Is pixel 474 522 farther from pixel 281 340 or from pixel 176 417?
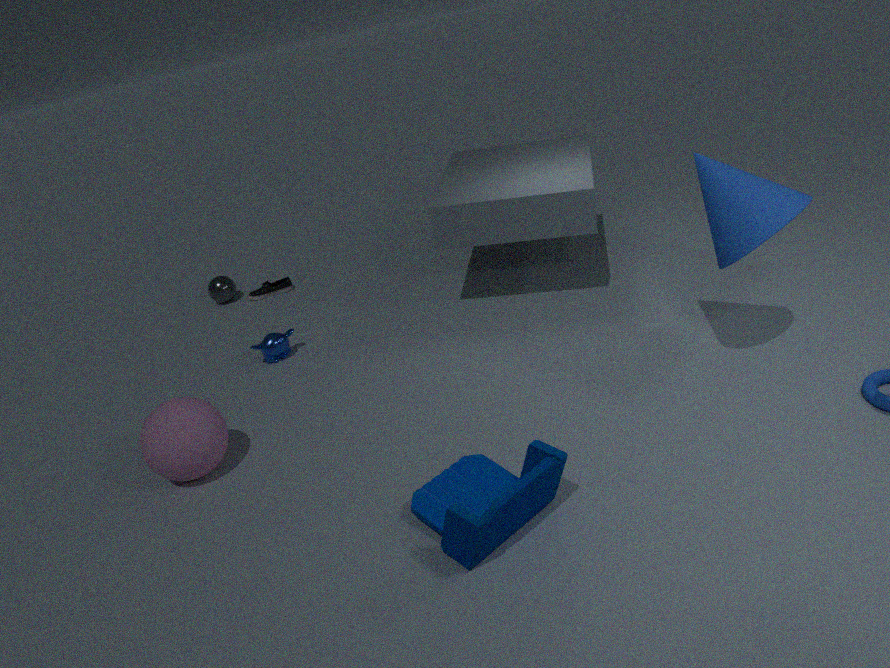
pixel 281 340
